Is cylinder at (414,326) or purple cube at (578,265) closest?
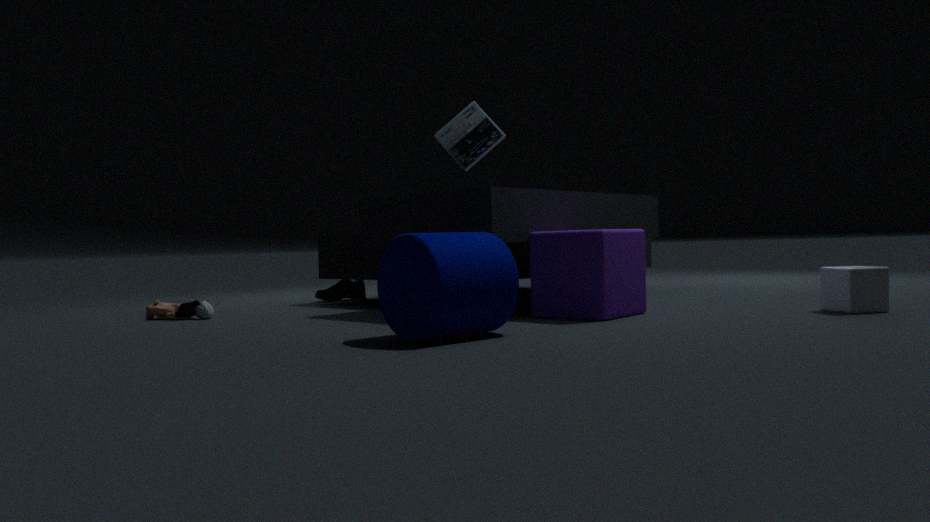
cylinder at (414,326)
